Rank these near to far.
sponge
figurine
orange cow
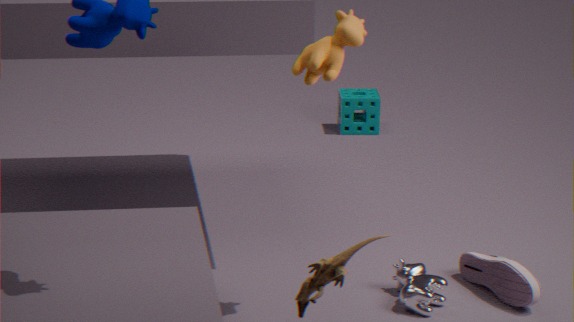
figurine < orange cow < sponge
